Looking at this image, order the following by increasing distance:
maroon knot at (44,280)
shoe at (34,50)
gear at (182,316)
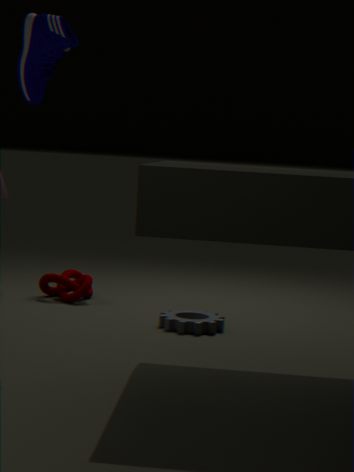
shoe at (34,50) < gear at (182,316) < maroon knot at (44,280)
